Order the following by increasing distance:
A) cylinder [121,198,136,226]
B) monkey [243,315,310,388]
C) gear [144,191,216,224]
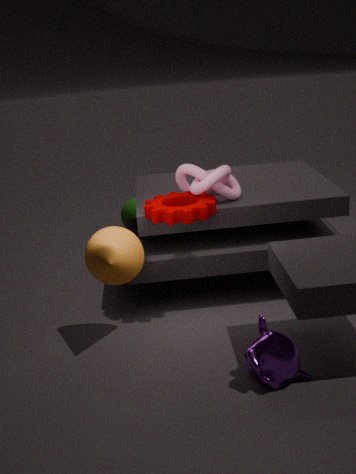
1. monkey [243,315,310,388]
2. gear [144,191,216,224]
3. cylinder [121,198,136,226]
